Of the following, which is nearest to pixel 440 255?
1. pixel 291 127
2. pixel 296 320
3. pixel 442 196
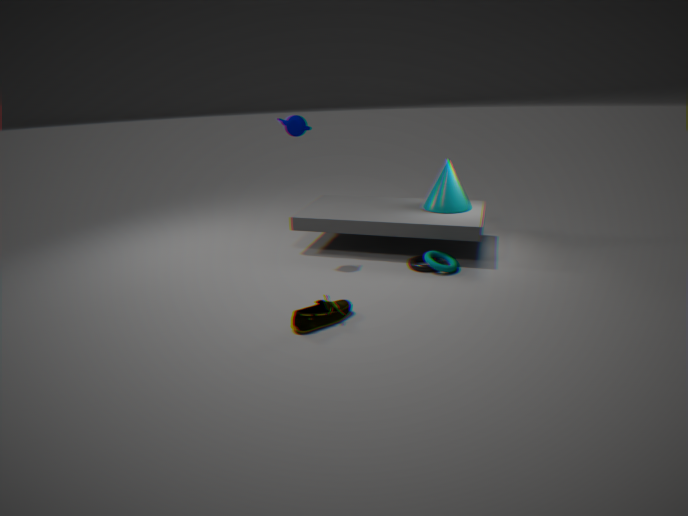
pixel 442 196
